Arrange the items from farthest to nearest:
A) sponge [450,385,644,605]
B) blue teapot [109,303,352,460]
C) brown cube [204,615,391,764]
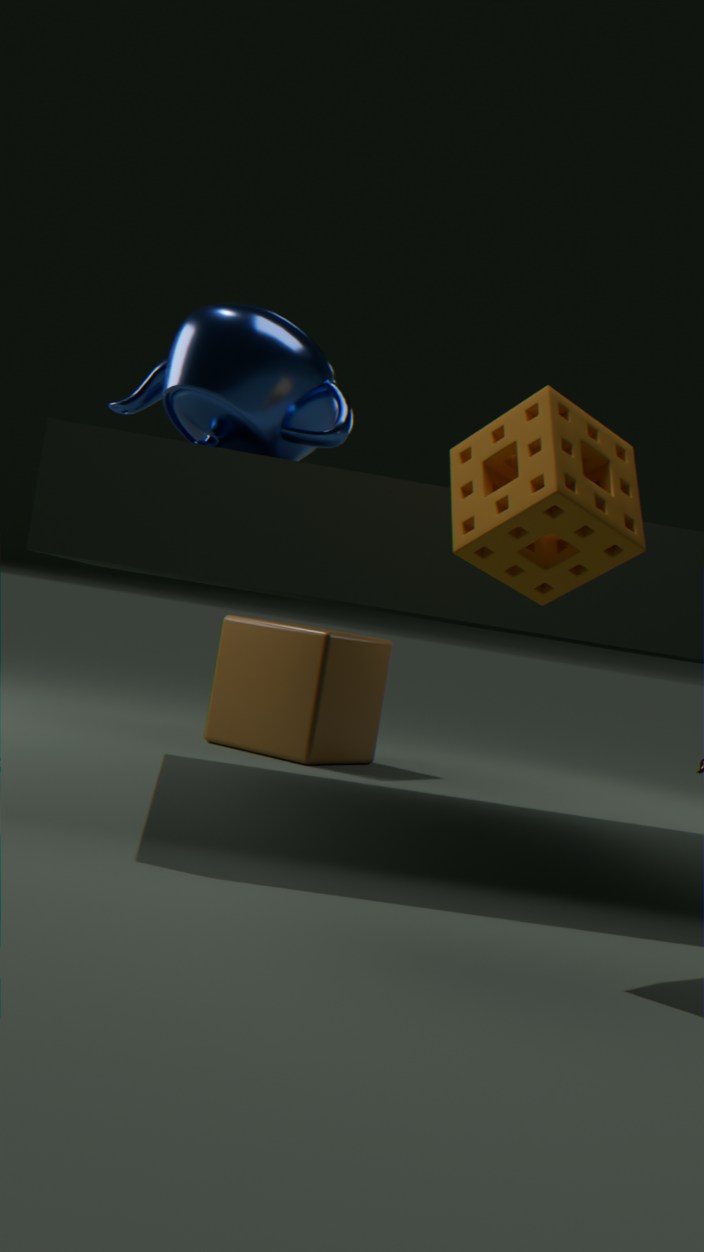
1. brown cube [204,615,391,764]
2. blue teapot [109,303,352,460]
3. sponge [450,385,644,605]
